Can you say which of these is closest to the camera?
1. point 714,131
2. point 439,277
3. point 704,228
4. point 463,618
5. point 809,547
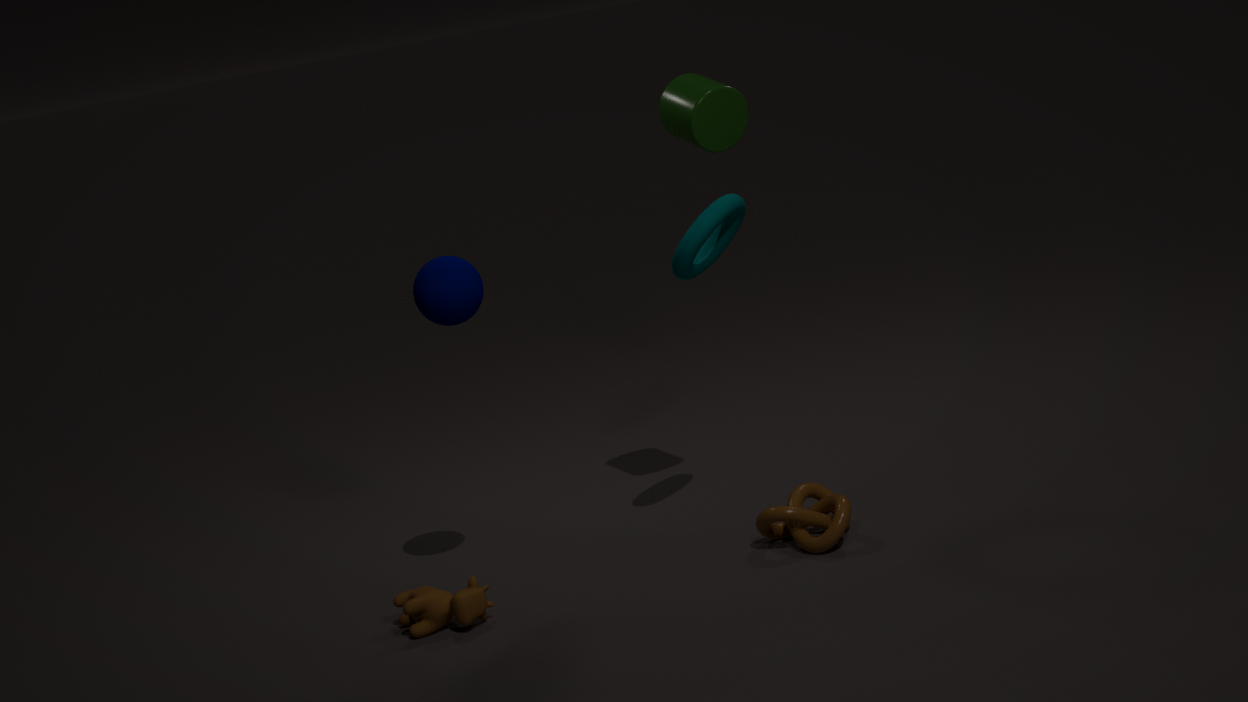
point 463,618
